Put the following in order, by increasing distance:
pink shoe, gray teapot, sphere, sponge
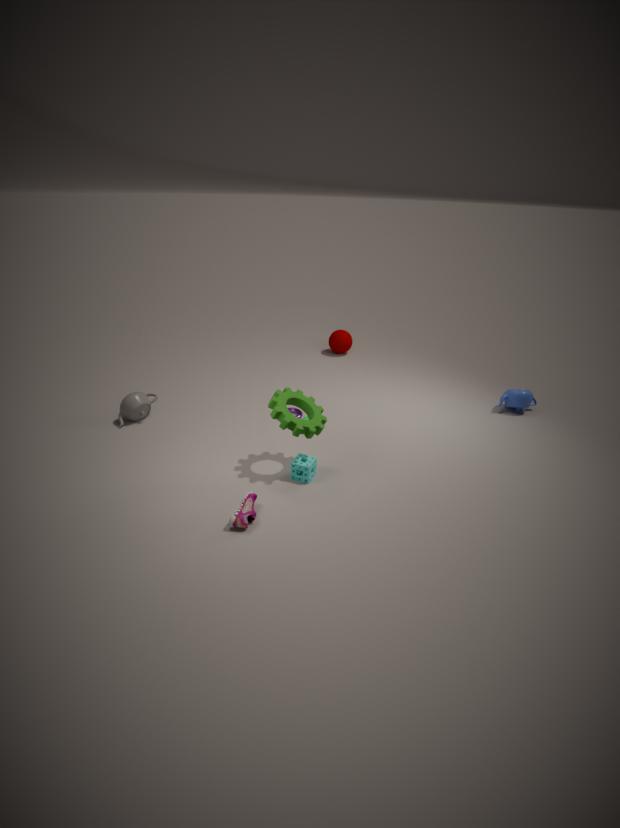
1. pink shoe
2. sponge
3. gray teapot
4. sphere
